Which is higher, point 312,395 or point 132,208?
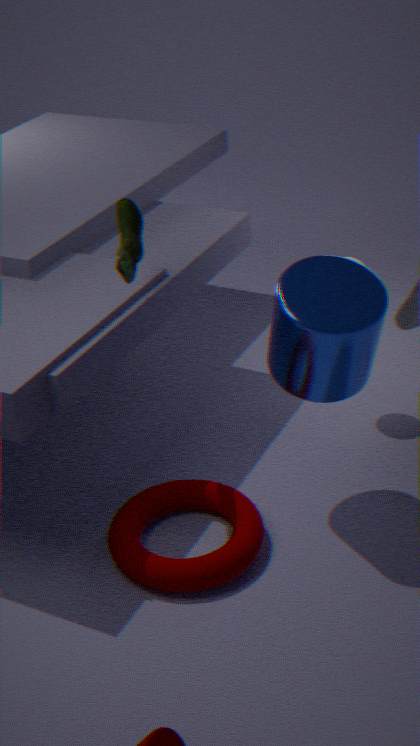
point 132,208
